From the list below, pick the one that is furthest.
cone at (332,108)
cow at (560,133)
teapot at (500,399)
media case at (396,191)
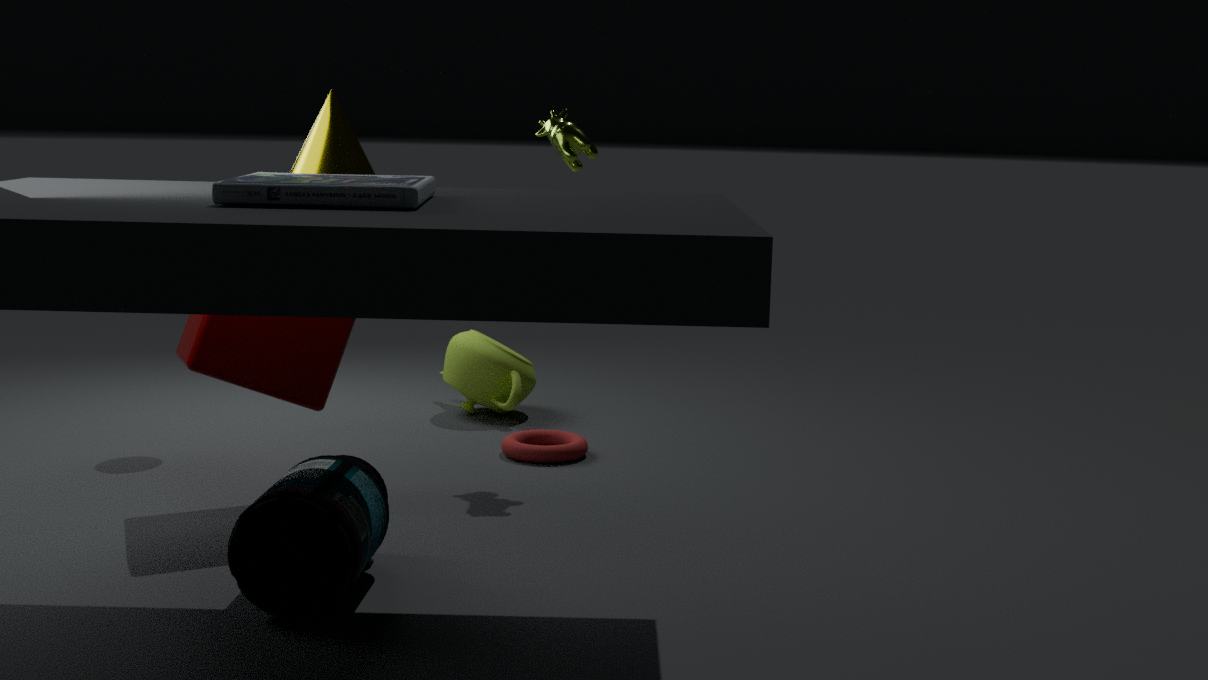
teapot at (500,399)
